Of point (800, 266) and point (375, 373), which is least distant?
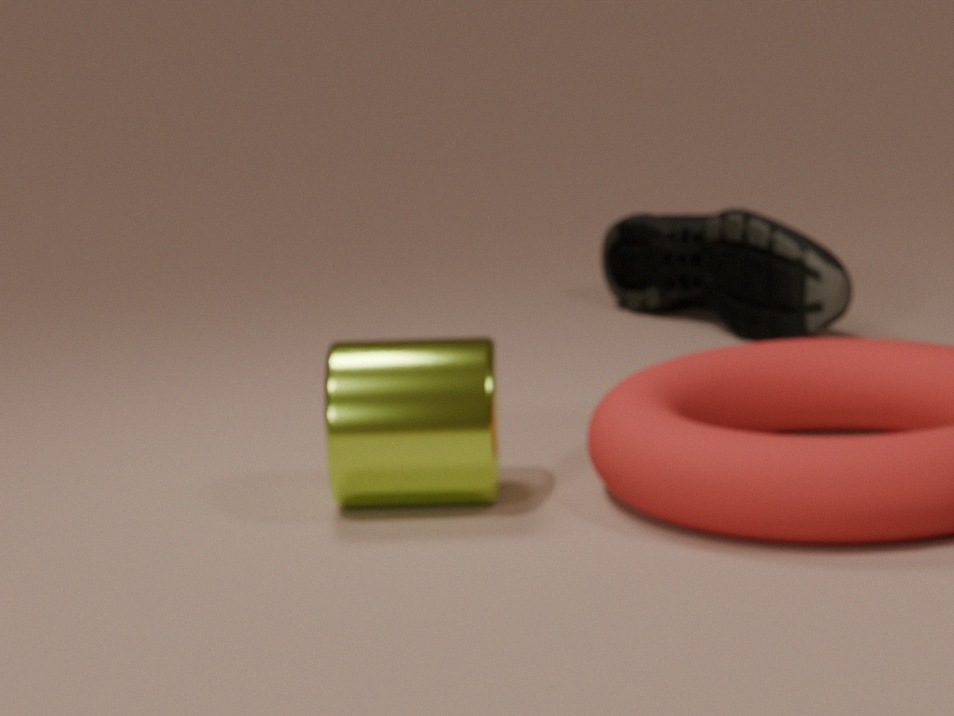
point (375, 373)
